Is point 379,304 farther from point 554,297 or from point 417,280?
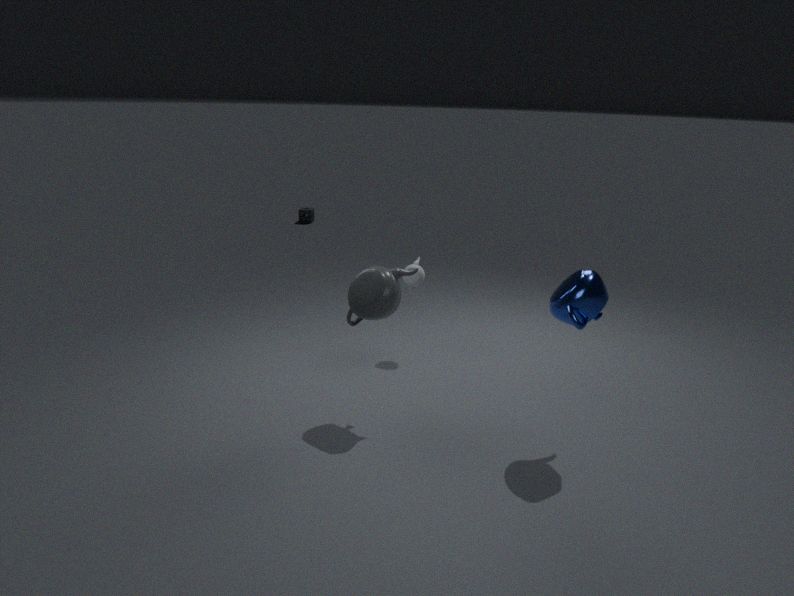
point 554,297
